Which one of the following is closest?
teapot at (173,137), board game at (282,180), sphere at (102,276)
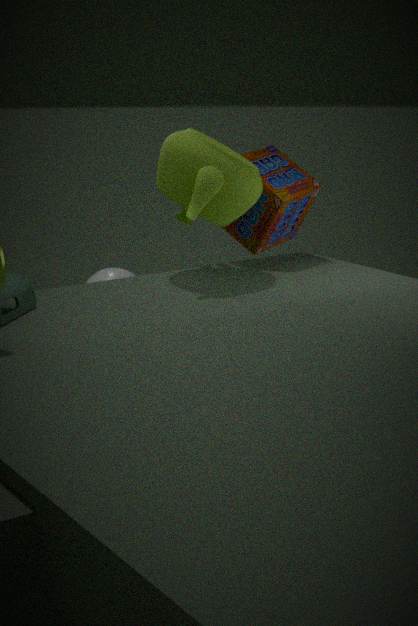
teapot at (173,137)
